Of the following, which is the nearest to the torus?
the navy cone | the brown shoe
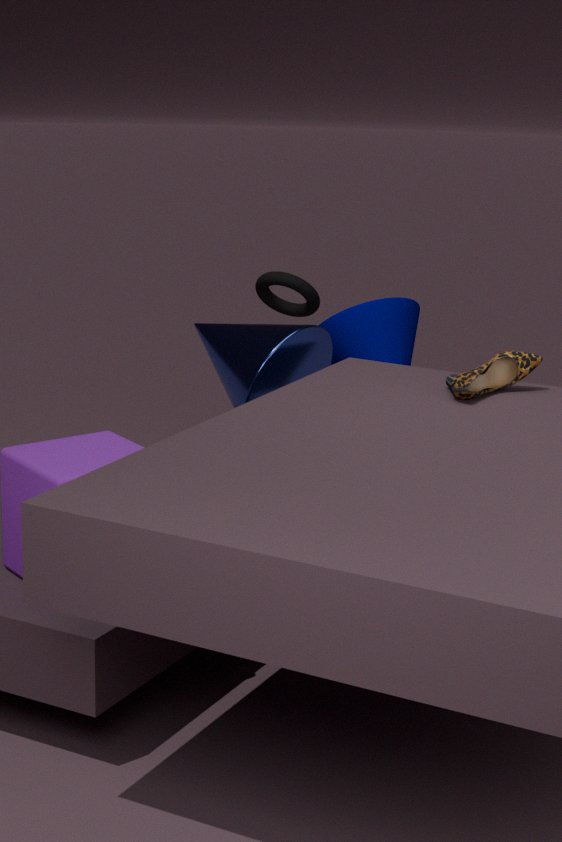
the navy cone
